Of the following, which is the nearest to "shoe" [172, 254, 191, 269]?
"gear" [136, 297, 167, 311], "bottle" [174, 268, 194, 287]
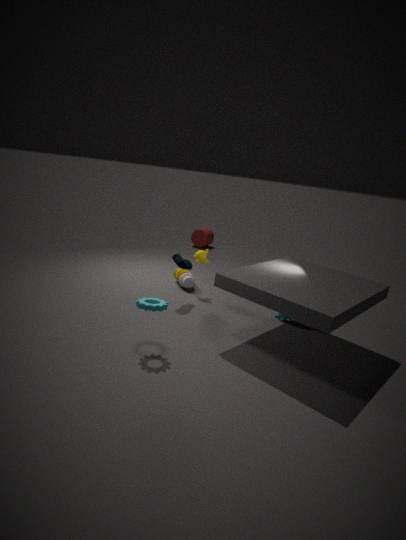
"bottle" [174, 268, 194, 287]
